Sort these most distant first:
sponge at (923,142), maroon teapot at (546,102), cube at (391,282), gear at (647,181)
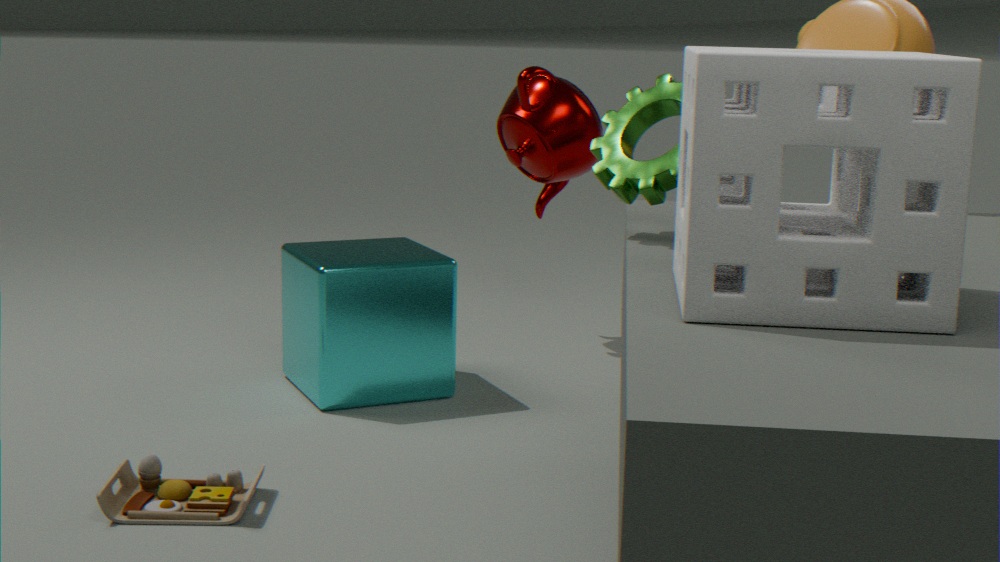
maroon teapot at (546,102) → cube at (391,282) → gear at (647,181) → sponge at (923,142)
